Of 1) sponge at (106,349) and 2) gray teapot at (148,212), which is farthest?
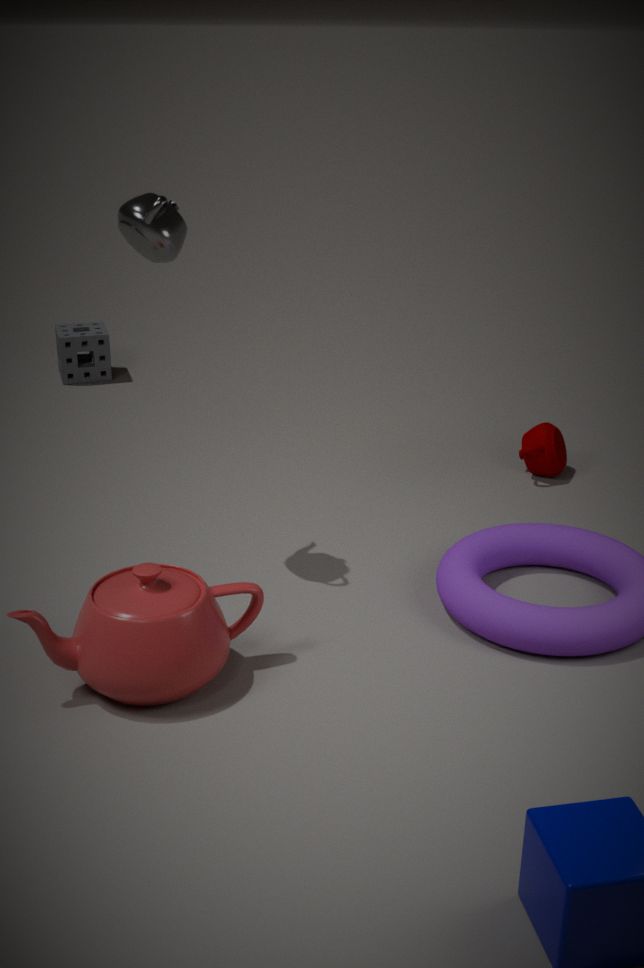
1. sponge at (106,349)
